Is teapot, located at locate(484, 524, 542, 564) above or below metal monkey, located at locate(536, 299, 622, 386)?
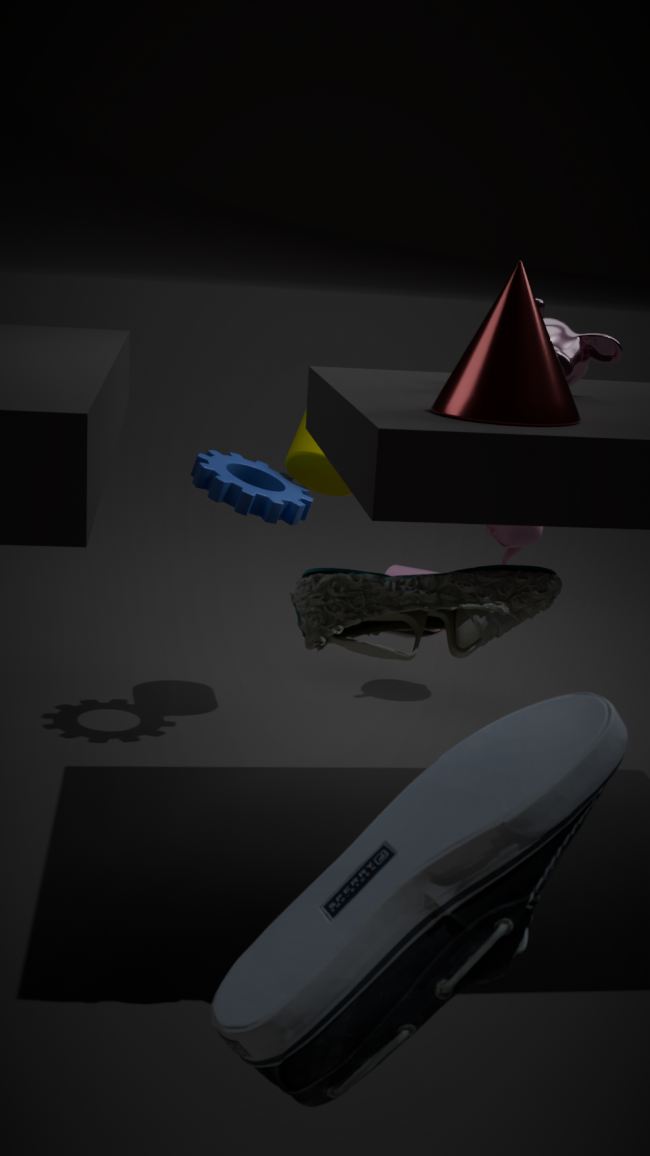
below
